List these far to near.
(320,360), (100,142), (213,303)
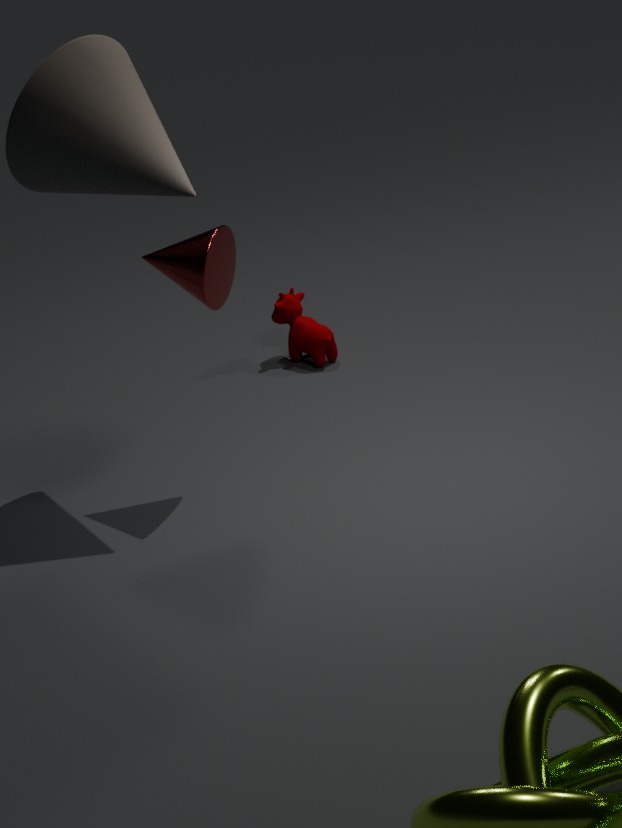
(320,360), (213,303), (100,142)
